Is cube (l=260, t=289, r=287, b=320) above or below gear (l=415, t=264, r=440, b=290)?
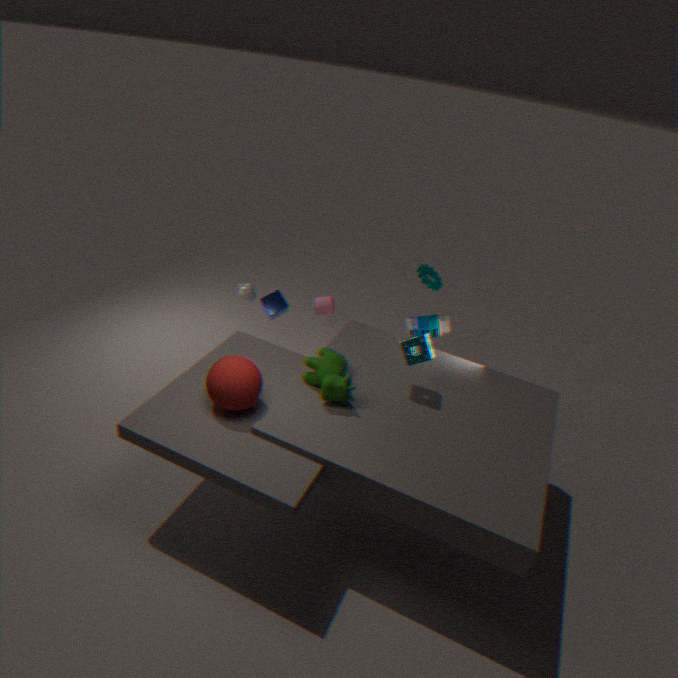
below
